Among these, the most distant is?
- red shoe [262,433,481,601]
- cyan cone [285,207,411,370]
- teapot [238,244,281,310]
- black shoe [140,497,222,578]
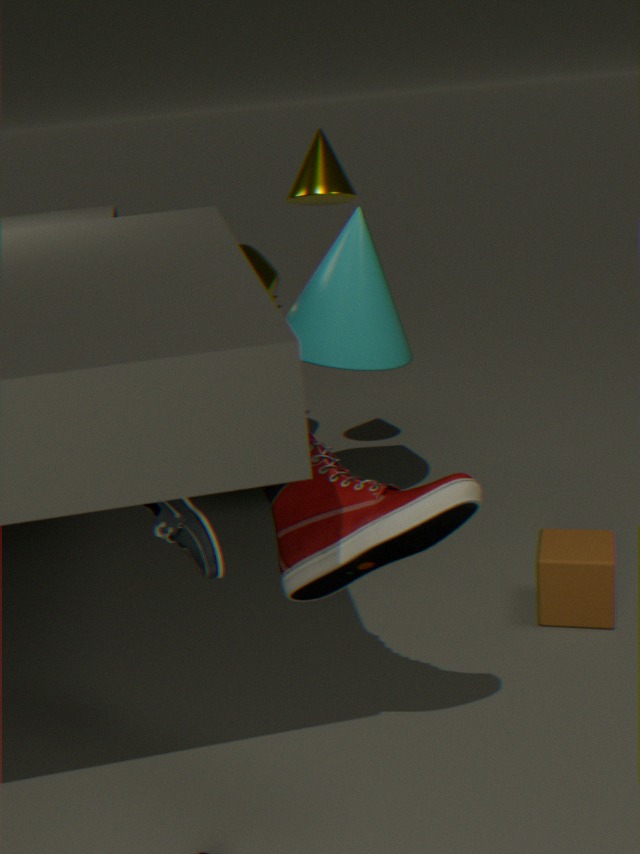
teapot [238,244,281,310]
